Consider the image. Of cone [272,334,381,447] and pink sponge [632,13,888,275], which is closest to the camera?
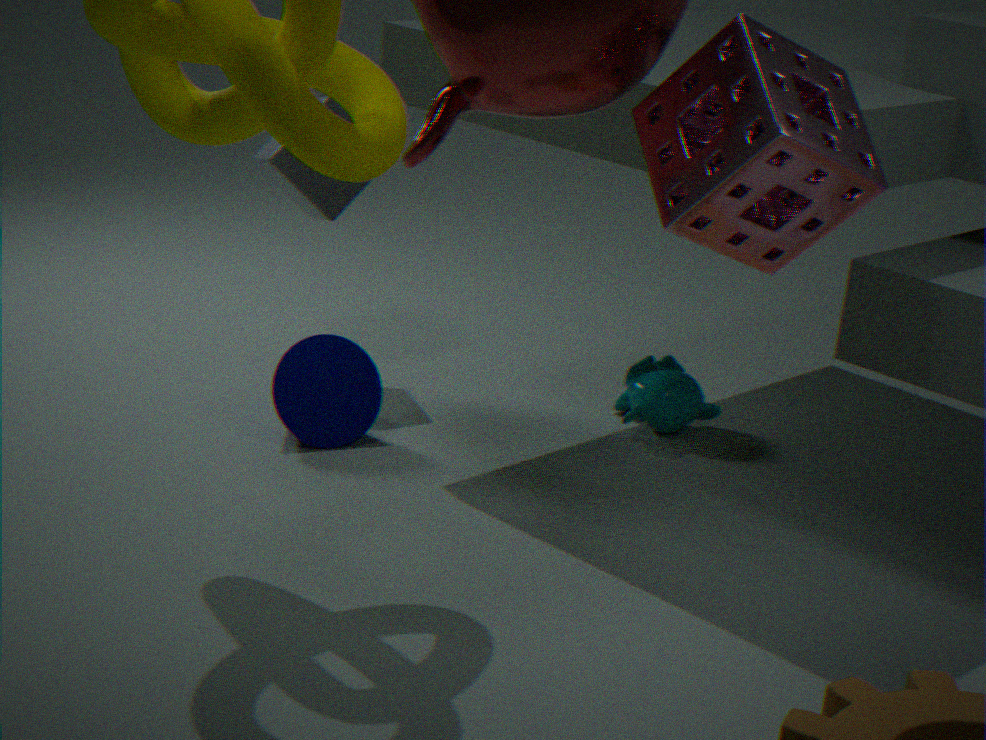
pink sponge [632,13,888,275]
